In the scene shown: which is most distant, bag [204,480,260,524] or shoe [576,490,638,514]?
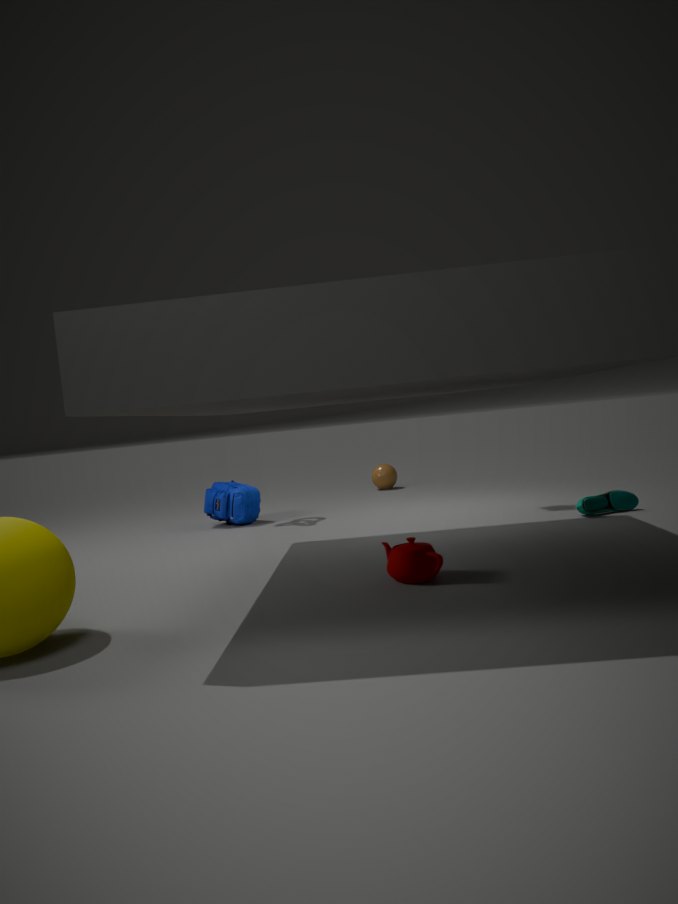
bag [204,480,260,524]
